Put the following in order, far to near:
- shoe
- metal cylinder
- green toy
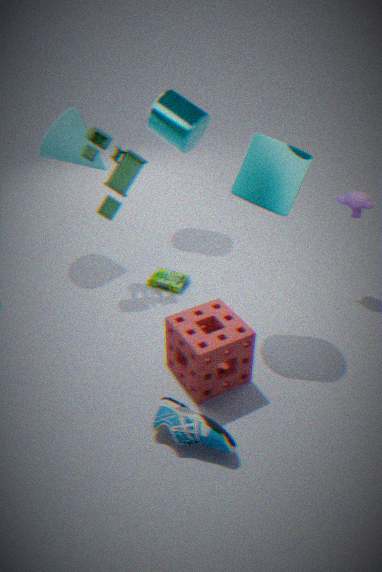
metal cylinder, green toy, shoe
